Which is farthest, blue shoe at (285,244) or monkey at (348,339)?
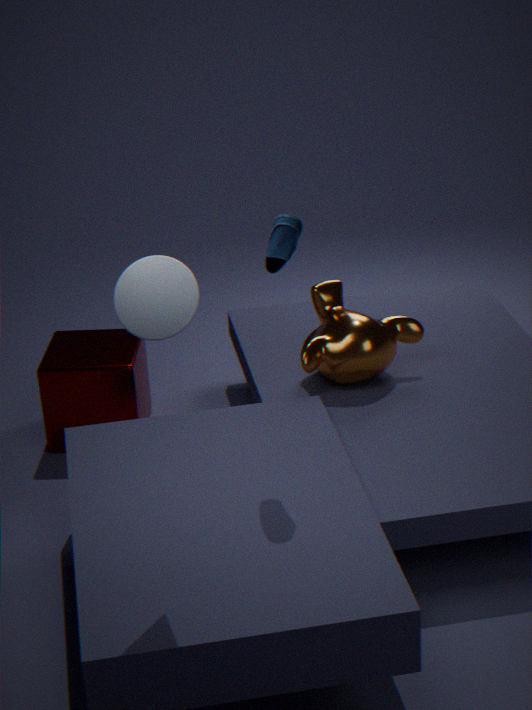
monkey at (348,339)
